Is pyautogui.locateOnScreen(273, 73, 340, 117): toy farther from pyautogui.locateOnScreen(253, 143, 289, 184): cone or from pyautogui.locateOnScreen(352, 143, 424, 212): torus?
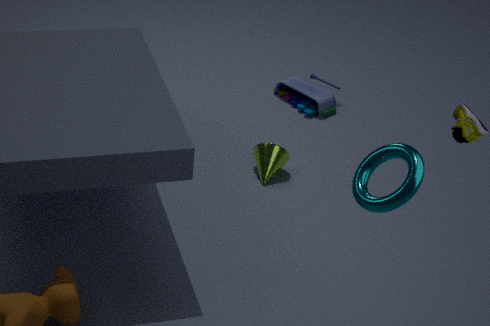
pyautogui.locateOnScreen(352, 143, 424, 212): torus
